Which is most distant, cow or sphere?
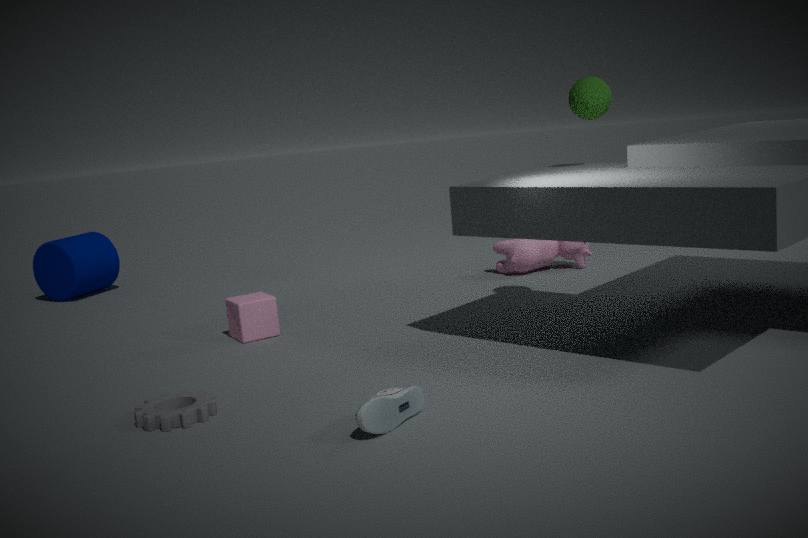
cow
